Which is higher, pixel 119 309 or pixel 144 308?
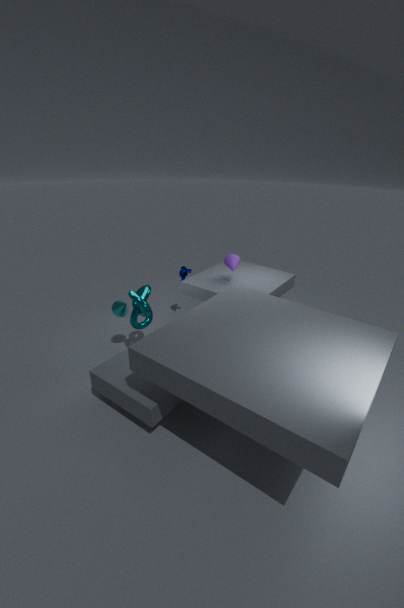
pixel 144 308
